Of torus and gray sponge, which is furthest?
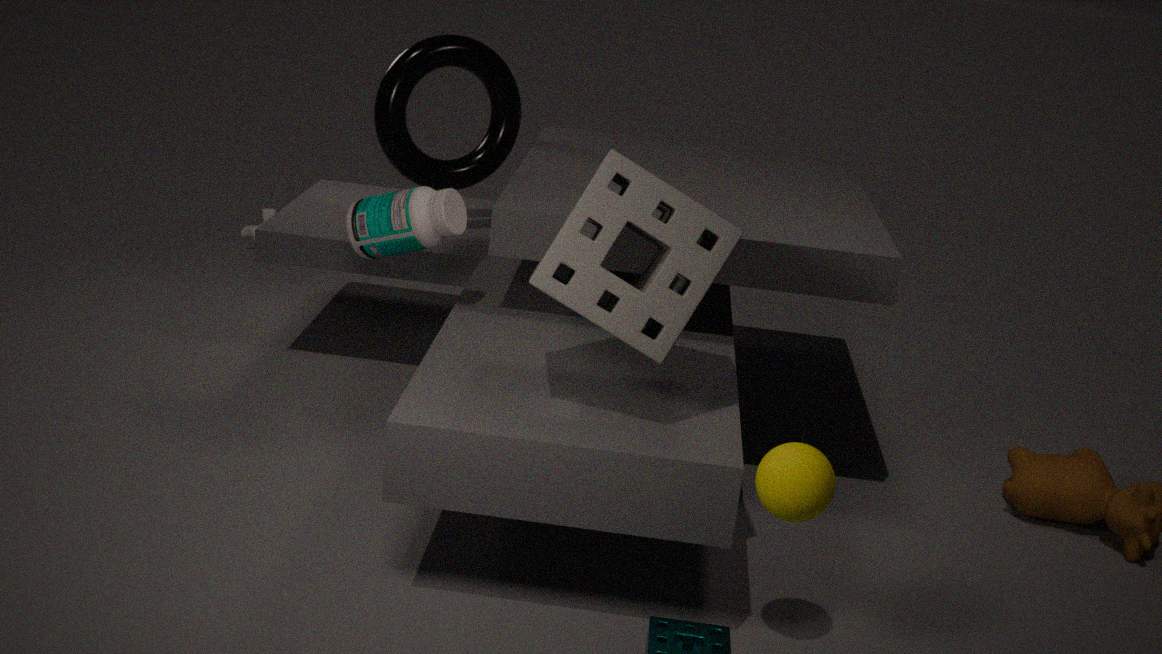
torus
